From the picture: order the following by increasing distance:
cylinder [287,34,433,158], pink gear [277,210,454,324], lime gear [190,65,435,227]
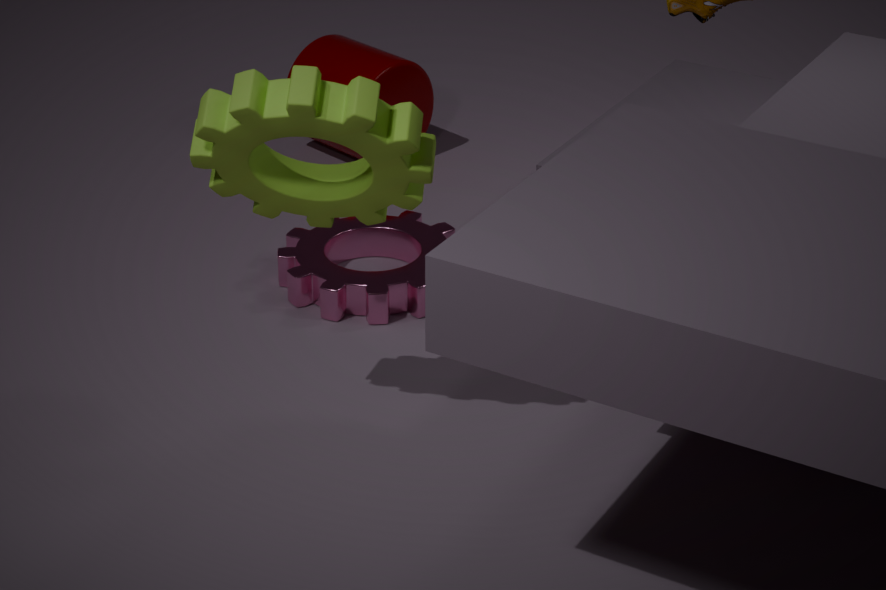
lime gear [190,65,435,227]
pink gear [277,210,454,324]
cylinder [287,34,433,158]
